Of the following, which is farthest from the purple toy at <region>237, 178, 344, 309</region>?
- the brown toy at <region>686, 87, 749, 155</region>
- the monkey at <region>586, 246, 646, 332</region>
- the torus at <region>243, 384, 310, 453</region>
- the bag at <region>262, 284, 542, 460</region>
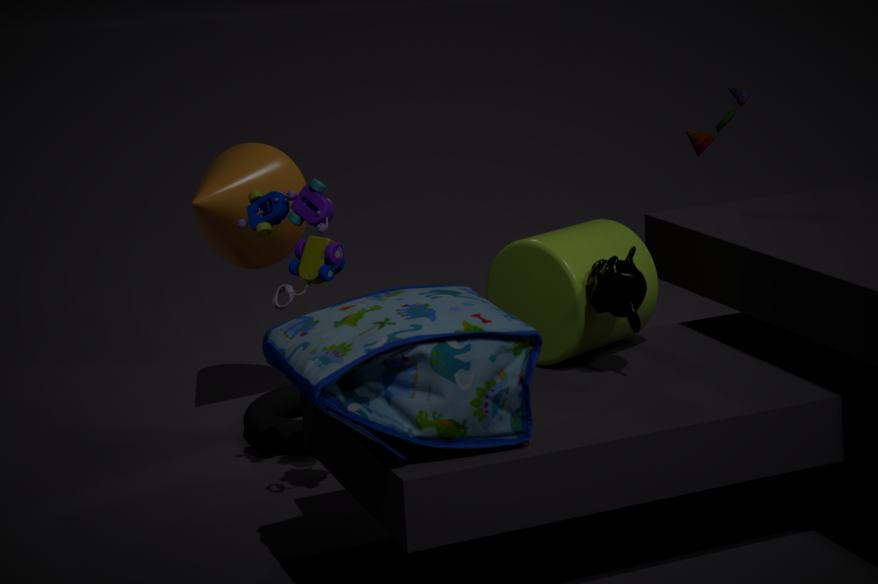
the brown toy at <region>686, 87, 749, 155</region>
